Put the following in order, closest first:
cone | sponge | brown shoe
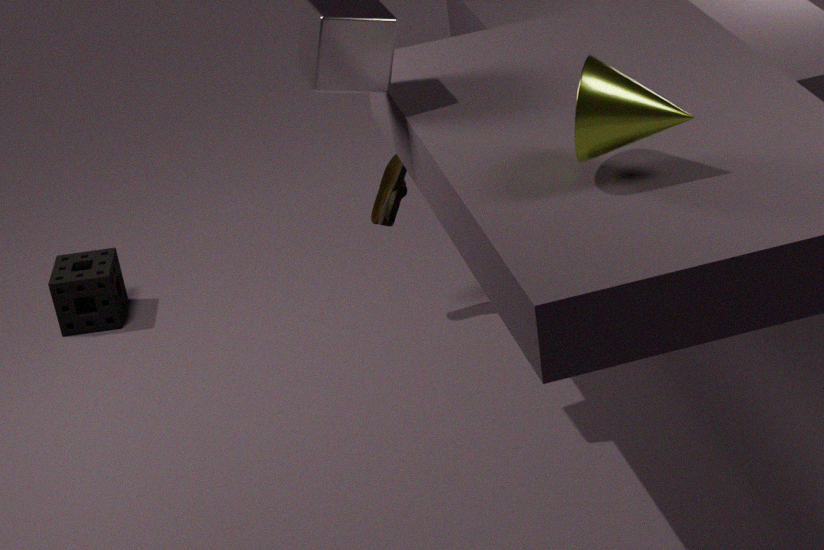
cone
brown shoe
sponge
